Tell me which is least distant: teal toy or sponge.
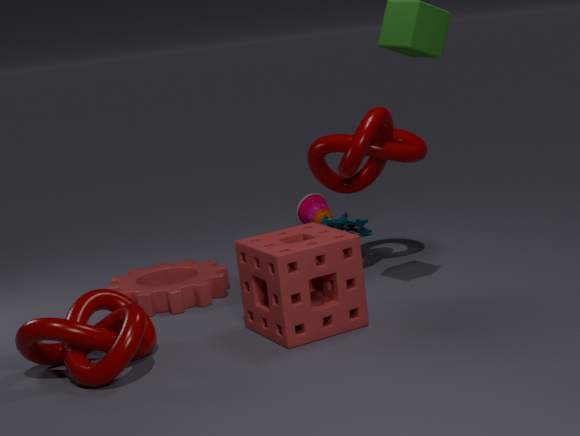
sponge
